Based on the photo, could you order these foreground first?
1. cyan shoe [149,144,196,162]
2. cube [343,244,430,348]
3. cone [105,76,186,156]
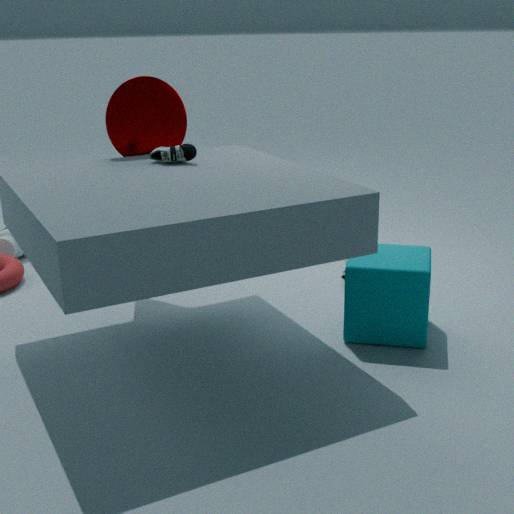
cube [343,244,430,348], cyan shoe [149,144,196,162], cone [105,76,186,156]
